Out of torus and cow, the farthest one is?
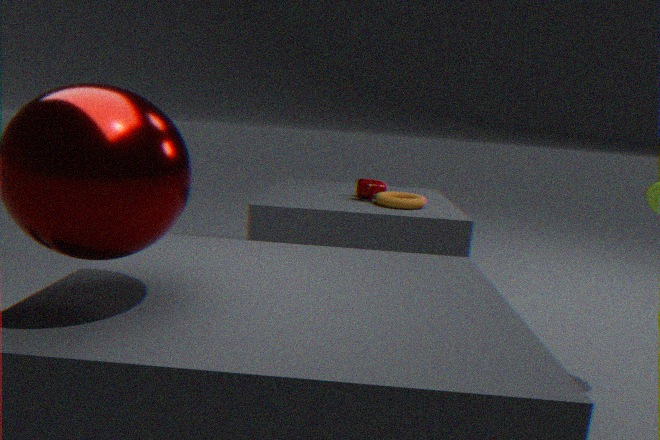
cow
